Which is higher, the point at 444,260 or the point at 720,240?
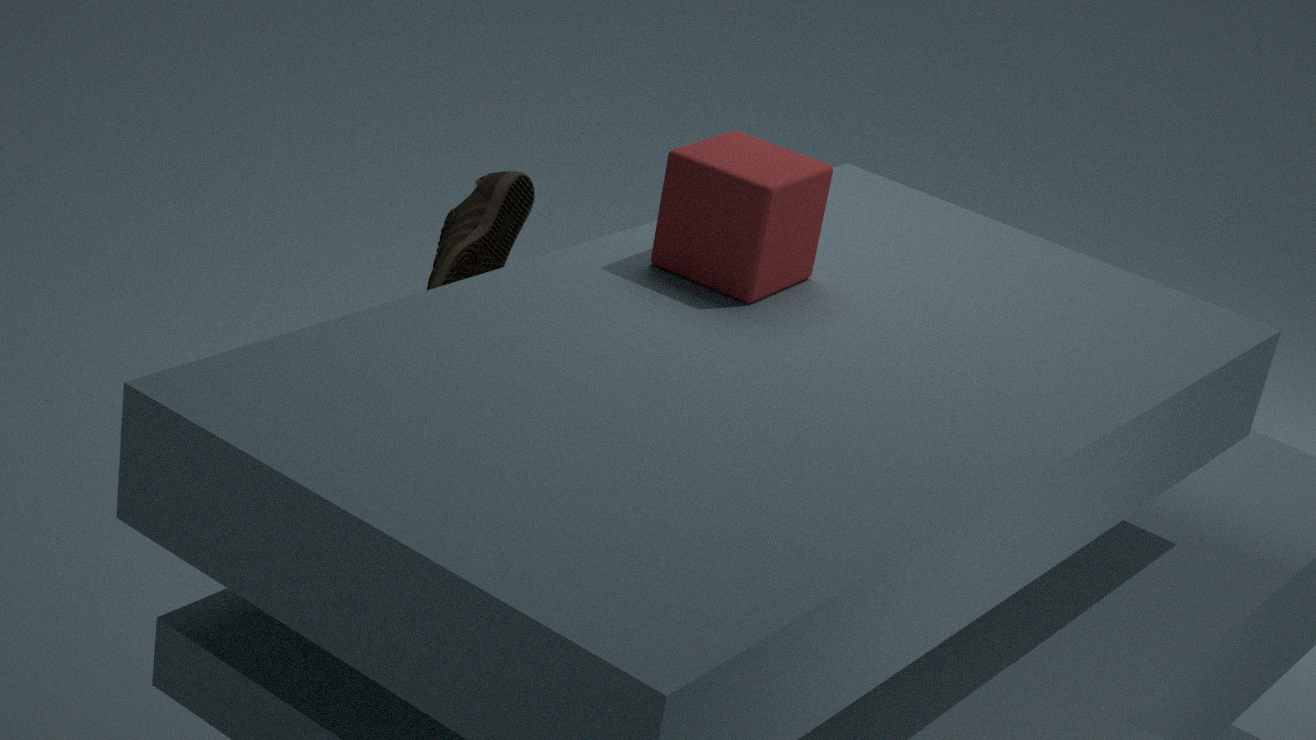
the point at 720,240
